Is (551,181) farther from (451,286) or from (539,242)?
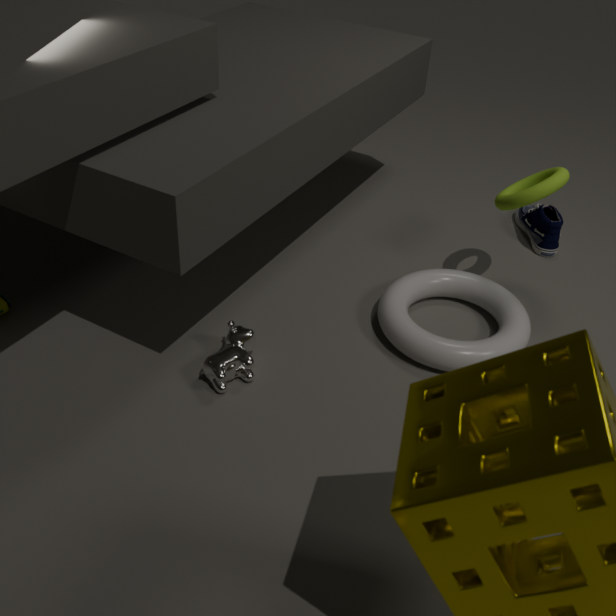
(539,242)
